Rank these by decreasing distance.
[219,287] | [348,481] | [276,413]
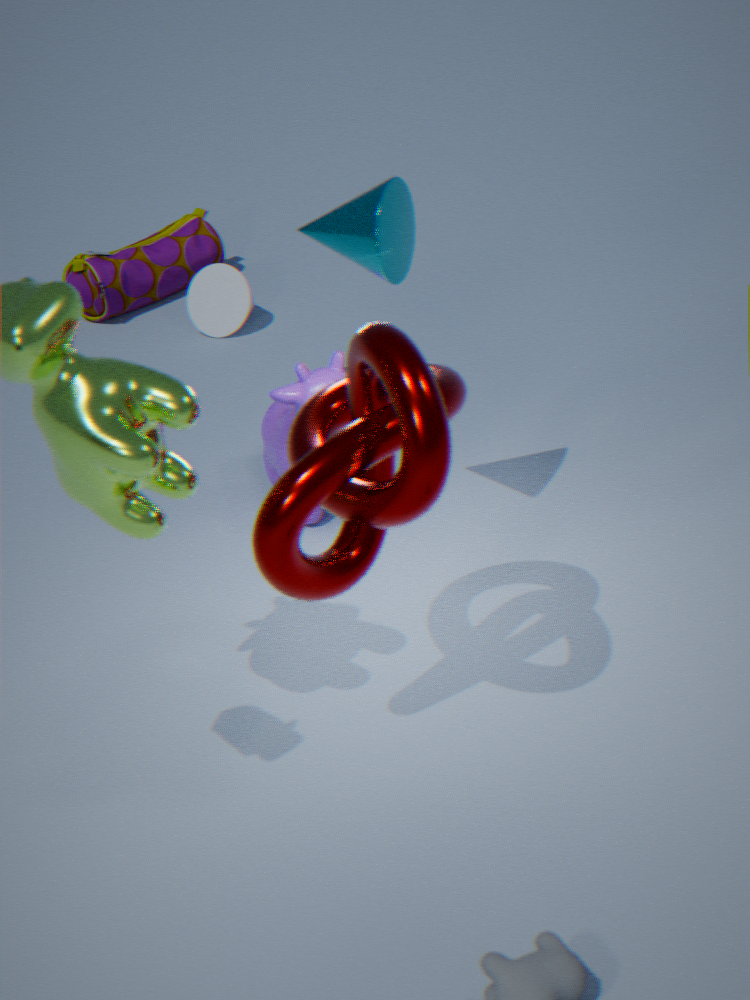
[219,287], [276,413], [348,481]
